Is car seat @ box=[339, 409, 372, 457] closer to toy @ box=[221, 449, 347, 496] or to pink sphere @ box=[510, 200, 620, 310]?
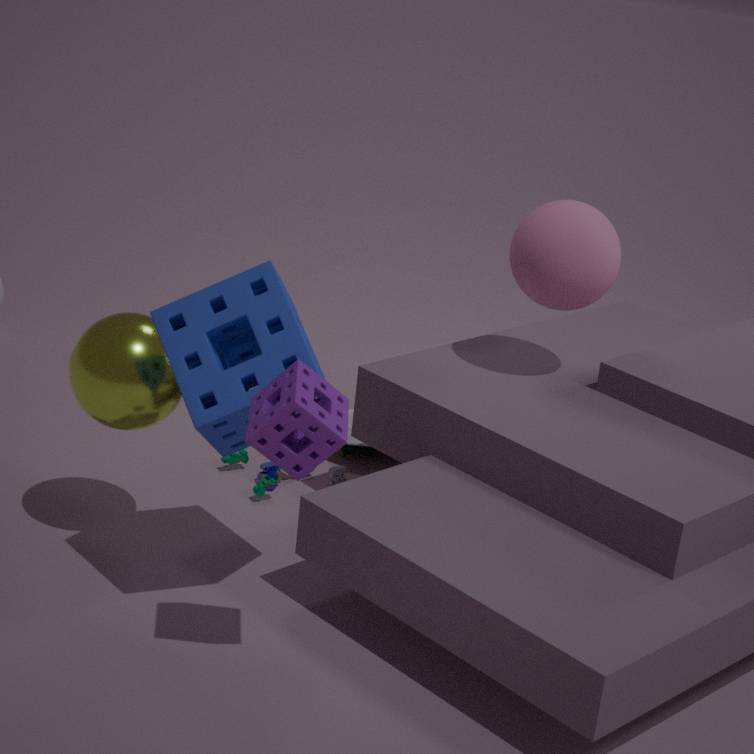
toy @ box=[221, 449, 347, 496]
